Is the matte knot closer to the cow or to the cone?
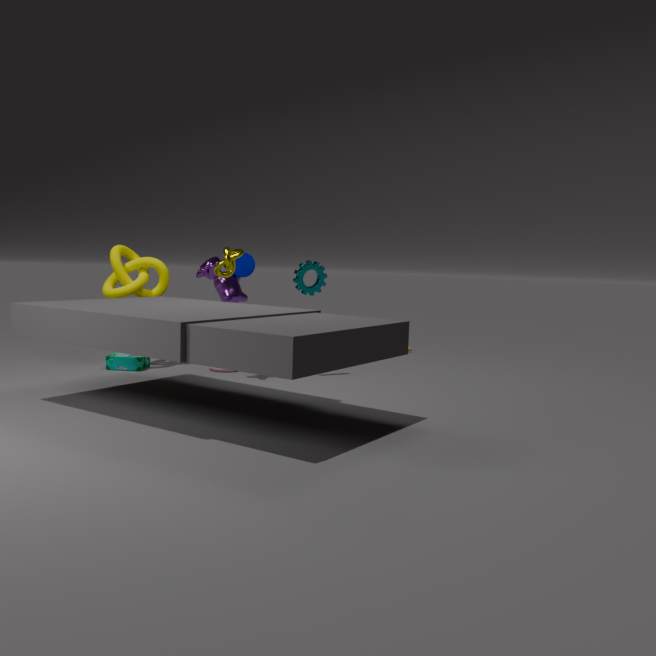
the cow
